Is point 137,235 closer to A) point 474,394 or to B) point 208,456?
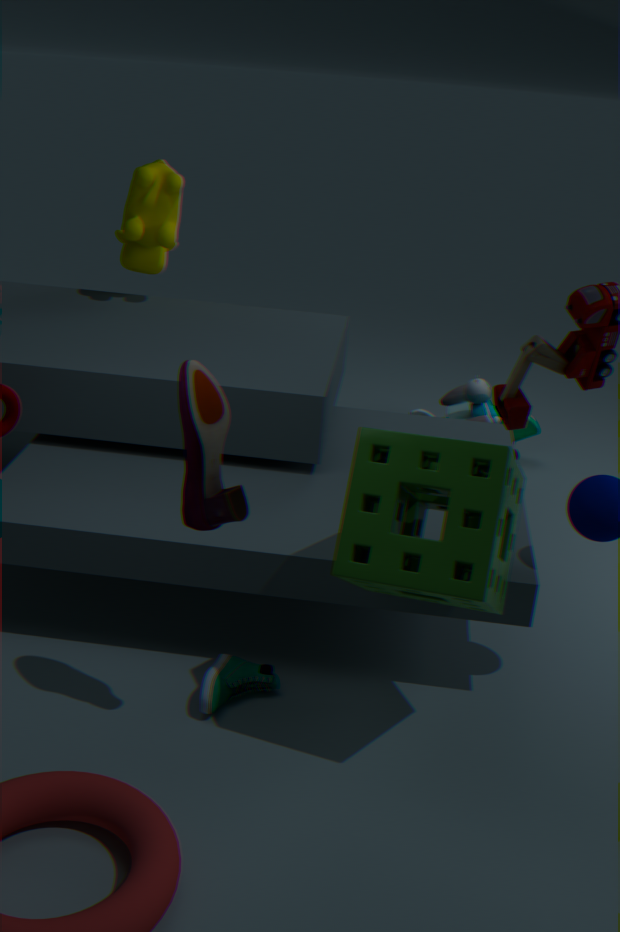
A) point 474,394
